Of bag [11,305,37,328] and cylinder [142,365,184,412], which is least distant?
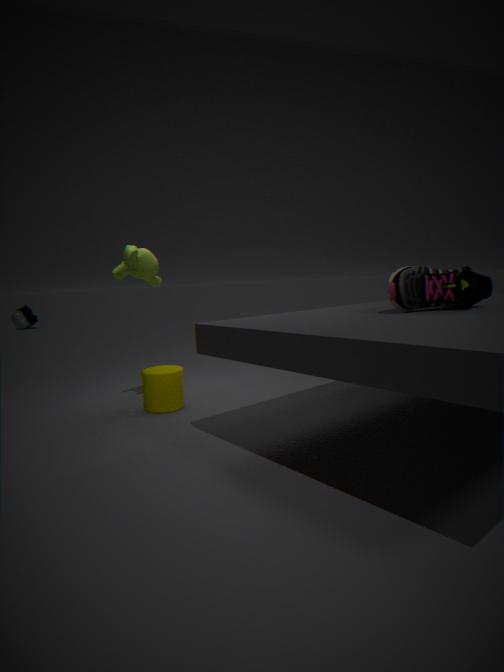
cylinder [142,365,184,412]
